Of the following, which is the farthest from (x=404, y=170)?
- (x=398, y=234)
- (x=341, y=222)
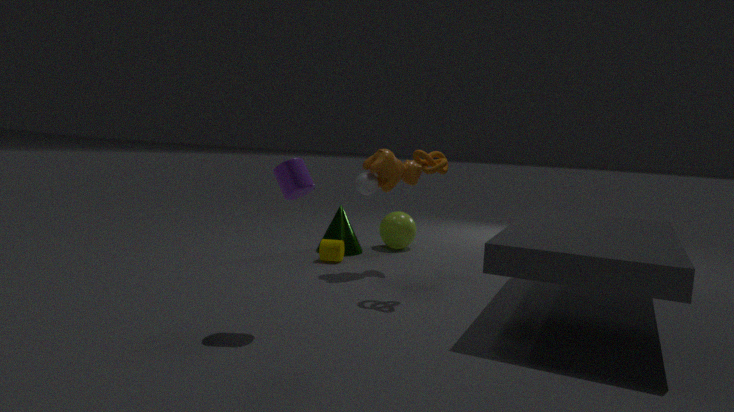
(x=398, y=234)
